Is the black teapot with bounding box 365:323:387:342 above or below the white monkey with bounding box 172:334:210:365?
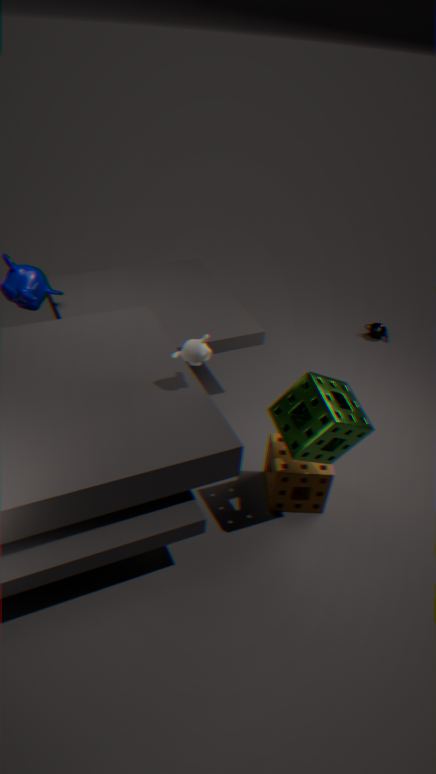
below
